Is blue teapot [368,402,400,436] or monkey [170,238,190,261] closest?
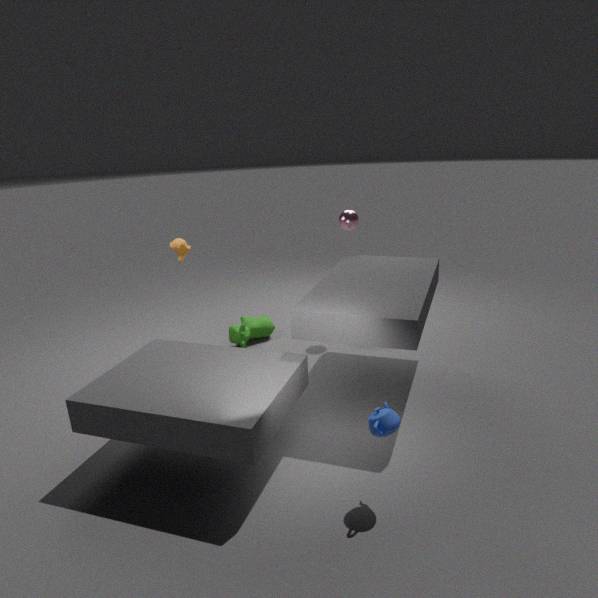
blue teapot [368,402,400,436]
